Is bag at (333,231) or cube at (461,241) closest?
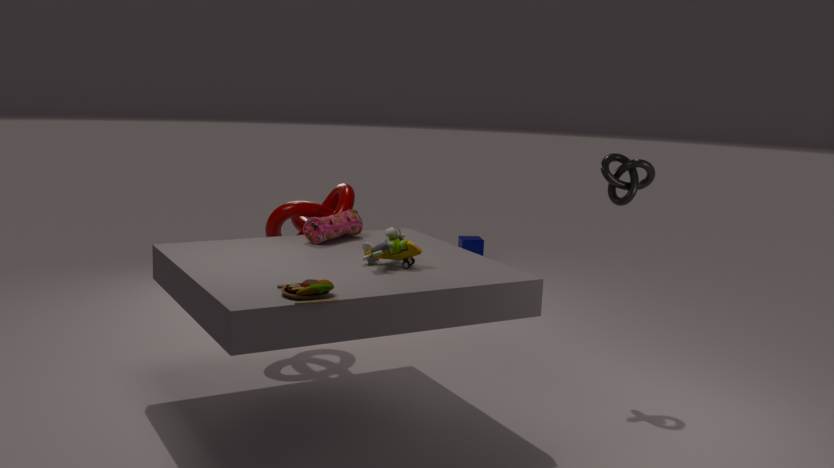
bag at (333,231)
